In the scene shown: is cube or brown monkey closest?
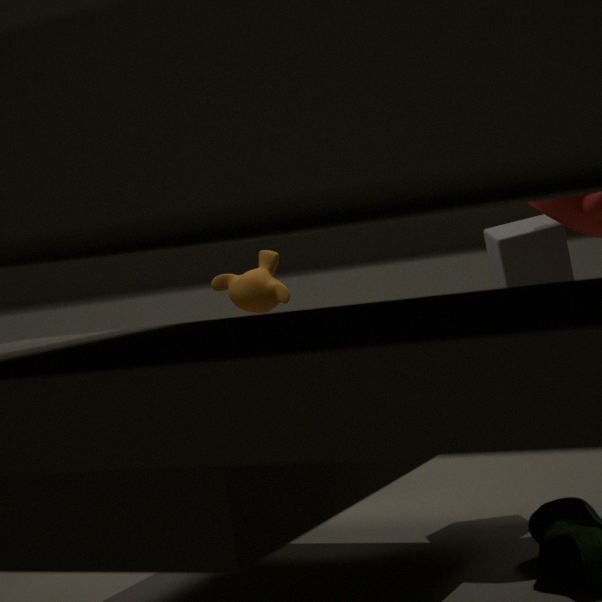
cube
